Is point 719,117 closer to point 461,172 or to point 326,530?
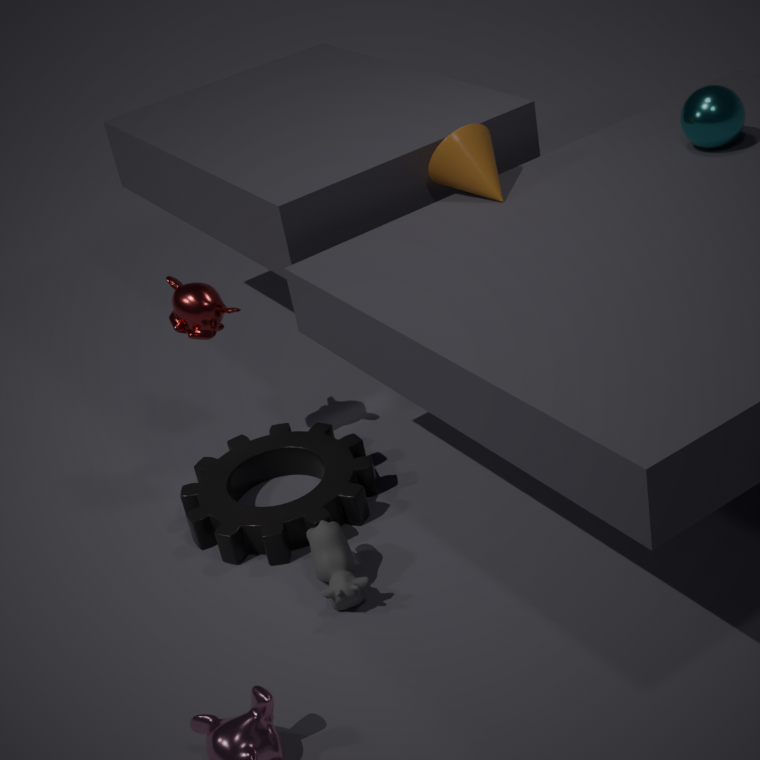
point 461,172
